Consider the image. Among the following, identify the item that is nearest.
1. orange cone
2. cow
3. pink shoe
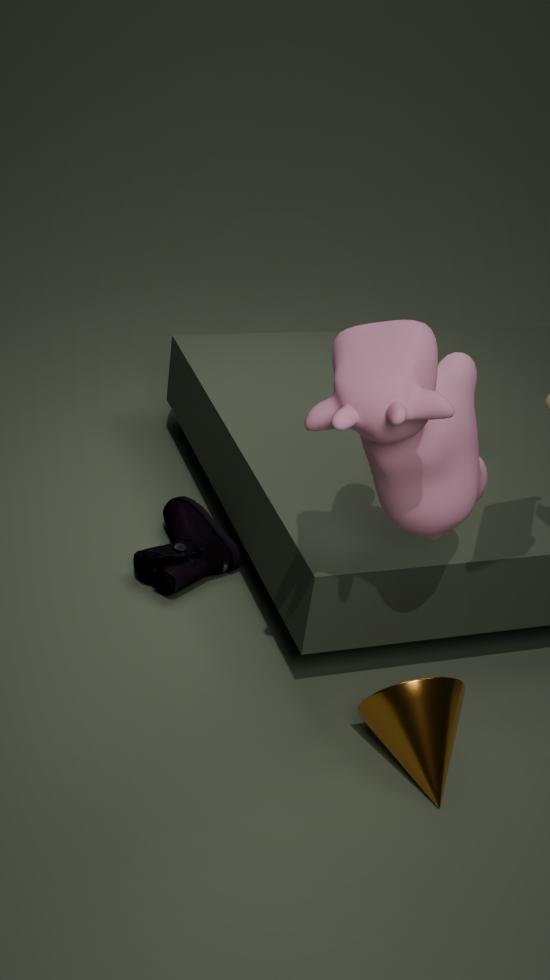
cow
